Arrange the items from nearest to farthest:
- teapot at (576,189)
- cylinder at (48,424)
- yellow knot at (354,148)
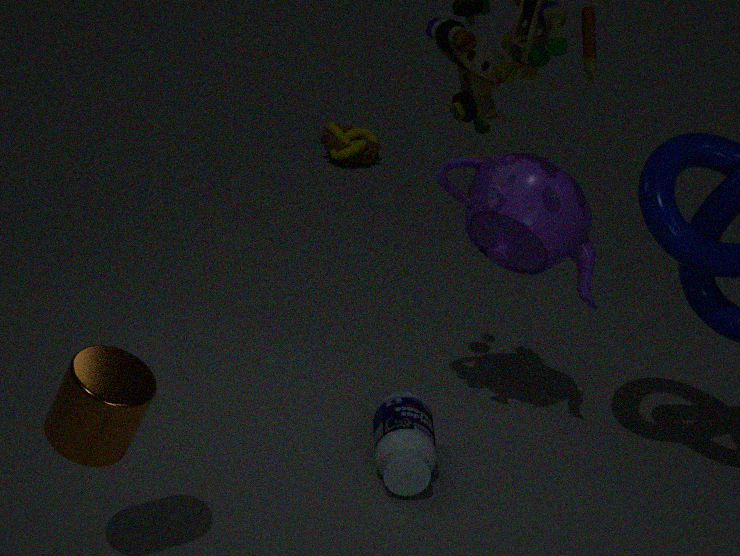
cylinder at (48,424) < teapot at (576,189) < yellow knot at (354,148)
